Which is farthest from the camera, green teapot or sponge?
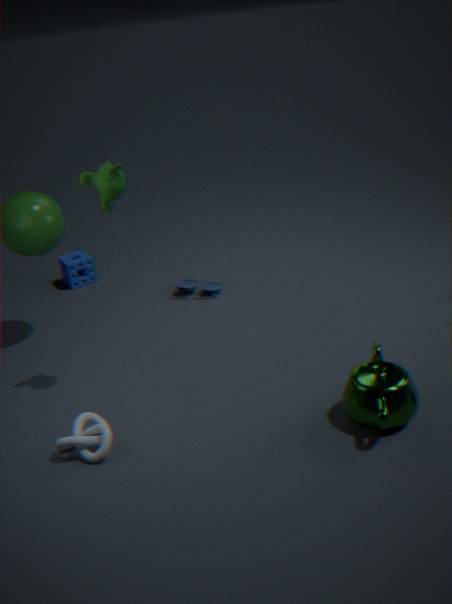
sponge
